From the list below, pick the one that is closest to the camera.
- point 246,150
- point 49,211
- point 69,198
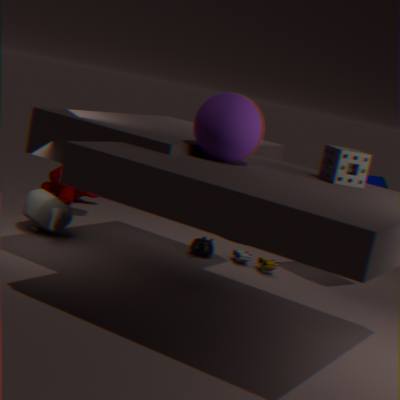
point 246,150
